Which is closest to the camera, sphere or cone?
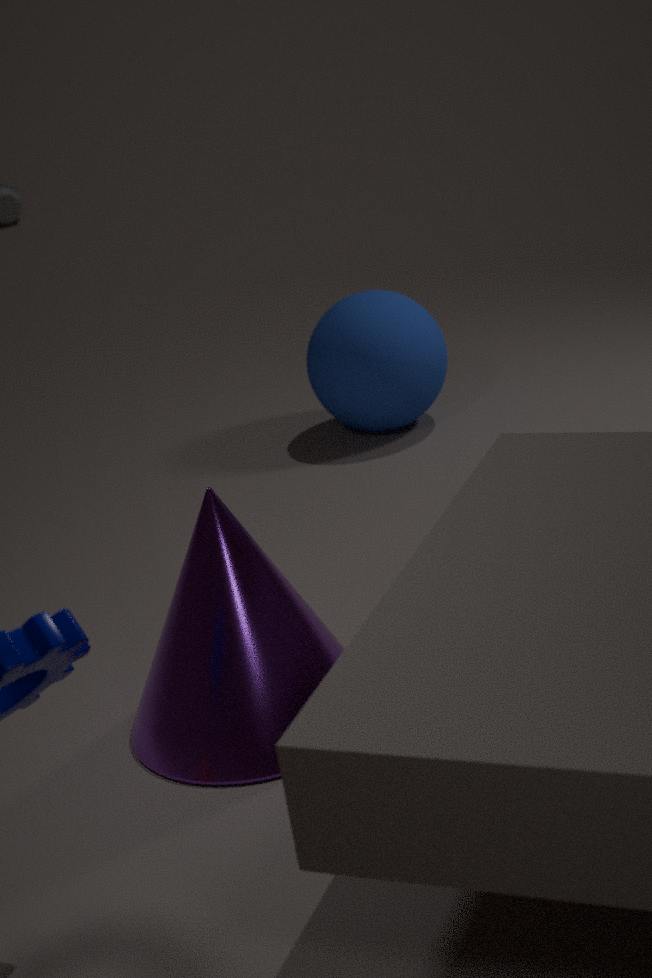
cone
